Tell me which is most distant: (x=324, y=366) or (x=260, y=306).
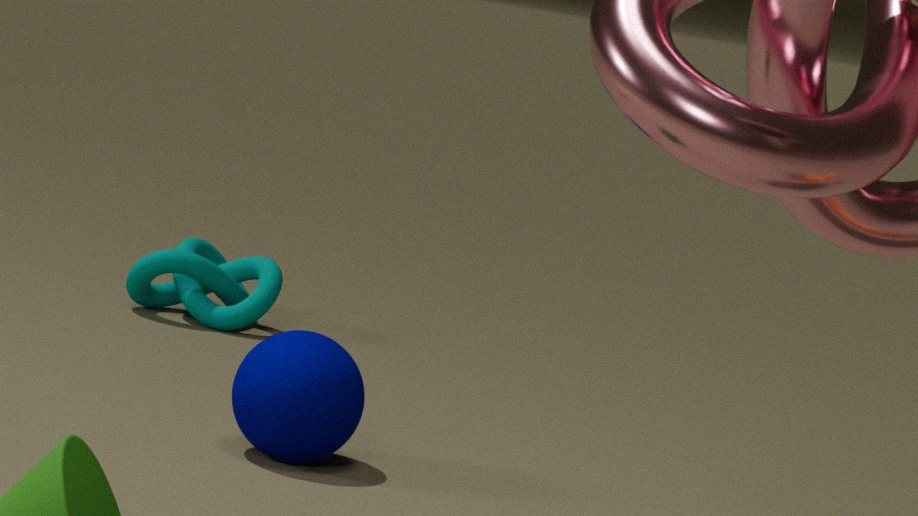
(x=260, y=306)
